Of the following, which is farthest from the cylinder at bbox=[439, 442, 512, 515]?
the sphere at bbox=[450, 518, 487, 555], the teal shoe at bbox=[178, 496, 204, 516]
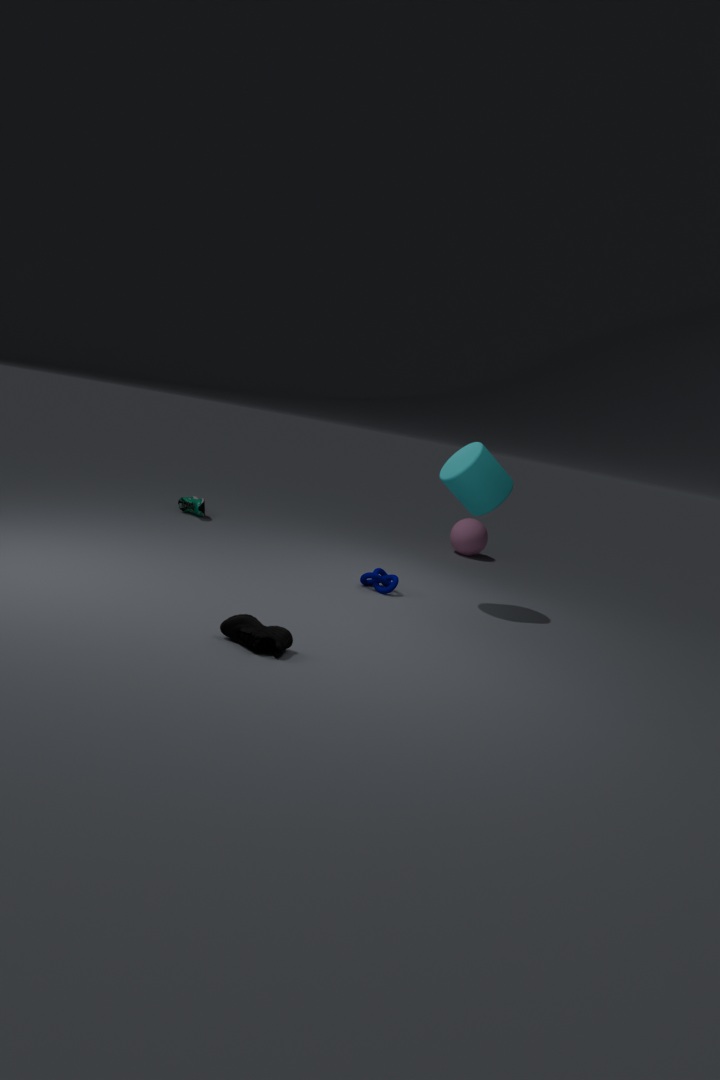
the teal shoe at bbox=[178, 496, 204, 516]
